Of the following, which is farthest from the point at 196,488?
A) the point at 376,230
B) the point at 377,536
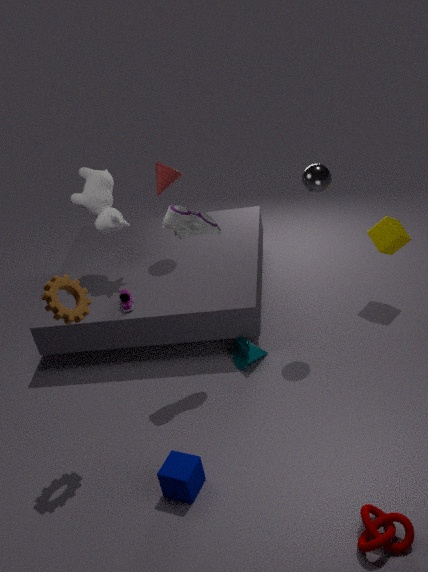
the point at 376,230
